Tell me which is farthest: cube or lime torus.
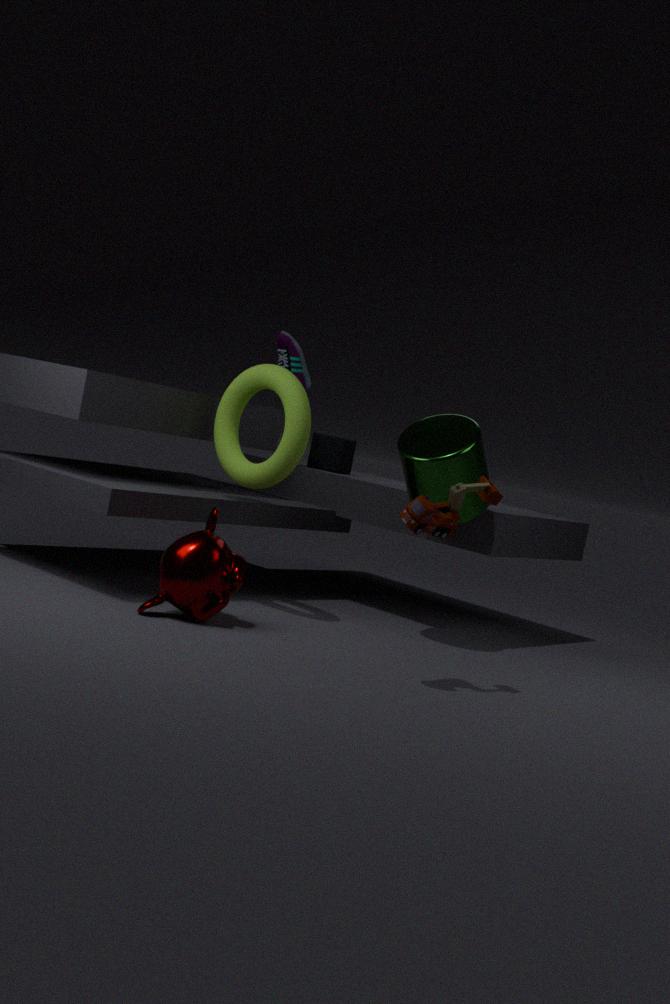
cube
